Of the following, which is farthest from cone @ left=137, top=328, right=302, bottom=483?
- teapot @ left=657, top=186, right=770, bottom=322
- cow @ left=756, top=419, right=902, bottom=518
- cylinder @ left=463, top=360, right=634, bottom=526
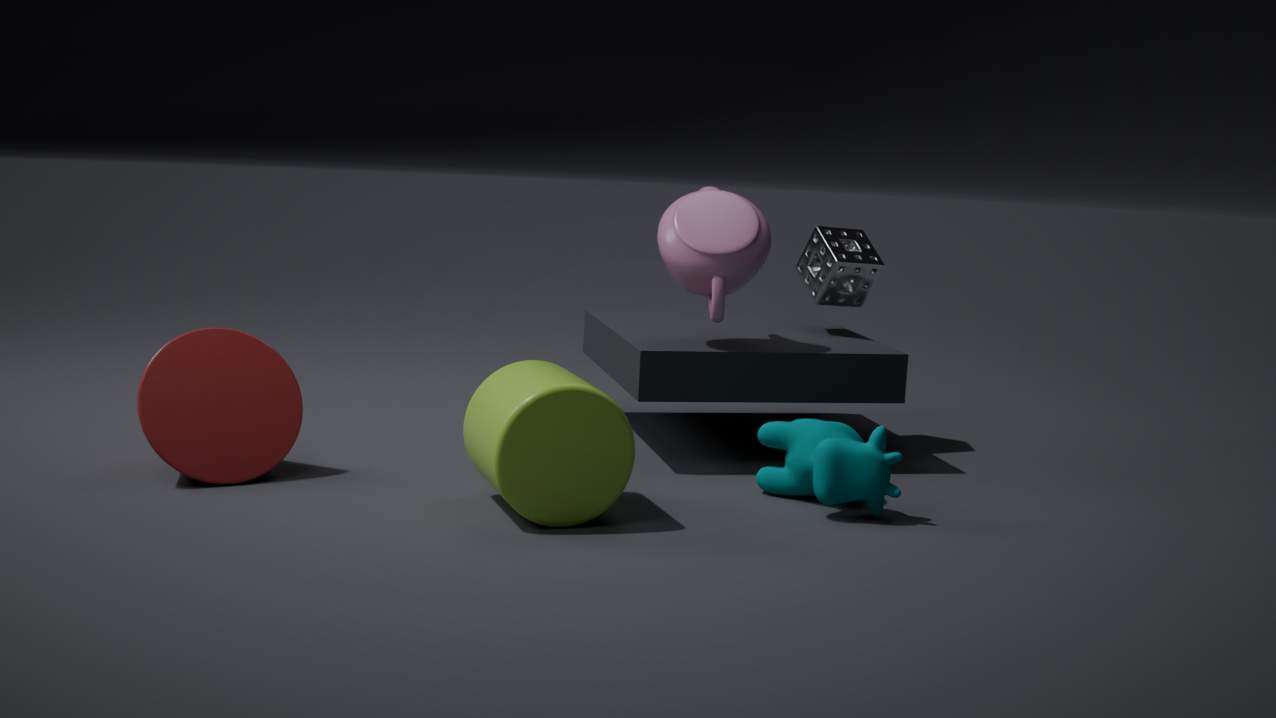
cow @ left=756, top=419, right=902, bottom=518
